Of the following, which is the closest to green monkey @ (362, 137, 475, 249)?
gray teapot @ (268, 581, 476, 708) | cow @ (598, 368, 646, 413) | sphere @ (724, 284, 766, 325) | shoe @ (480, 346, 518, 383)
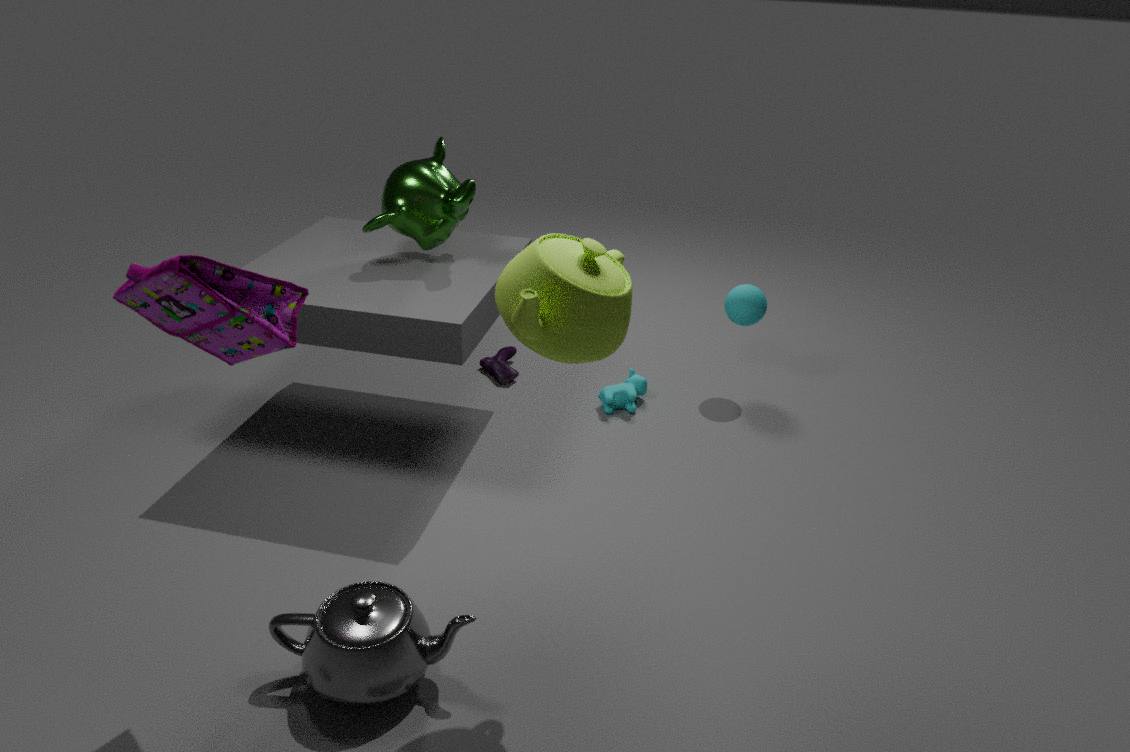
shoe @ (480, 346, 518, 383)
